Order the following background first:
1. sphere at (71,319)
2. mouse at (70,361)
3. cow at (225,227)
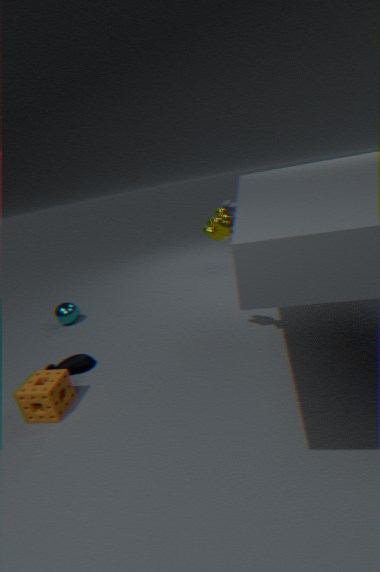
sphere at (71,319) → mouse at (70,361) → cow at (225,227)
